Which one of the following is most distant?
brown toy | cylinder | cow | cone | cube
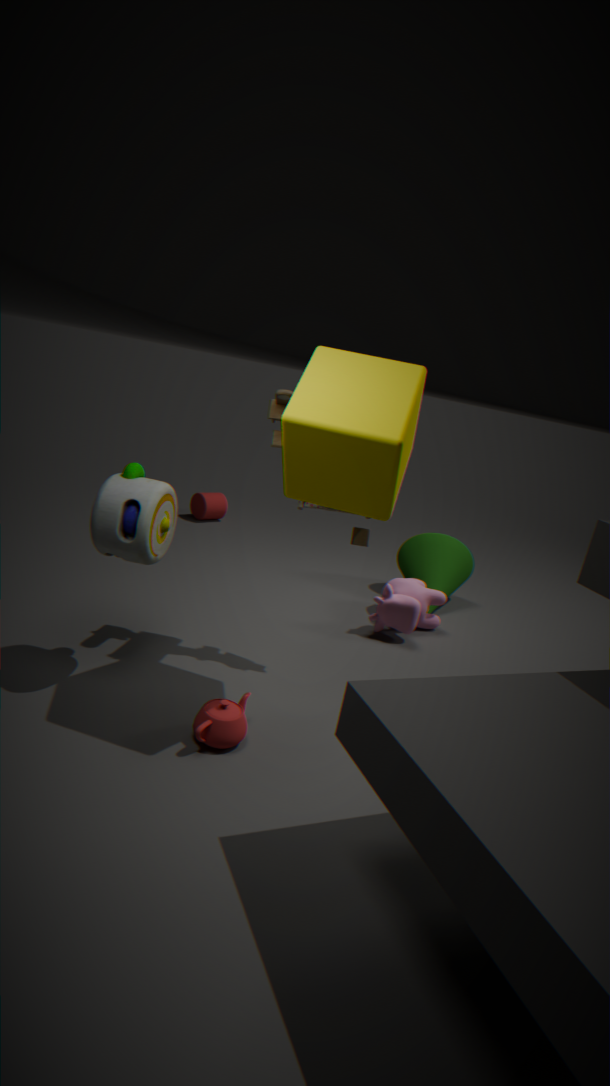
cylinder
